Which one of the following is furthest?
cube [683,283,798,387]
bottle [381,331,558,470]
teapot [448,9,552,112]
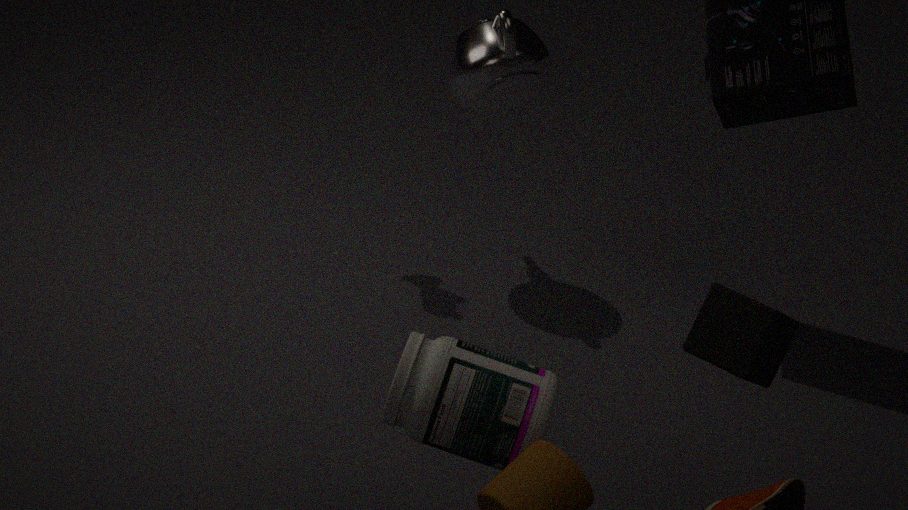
teapot [448,9,552,112]
